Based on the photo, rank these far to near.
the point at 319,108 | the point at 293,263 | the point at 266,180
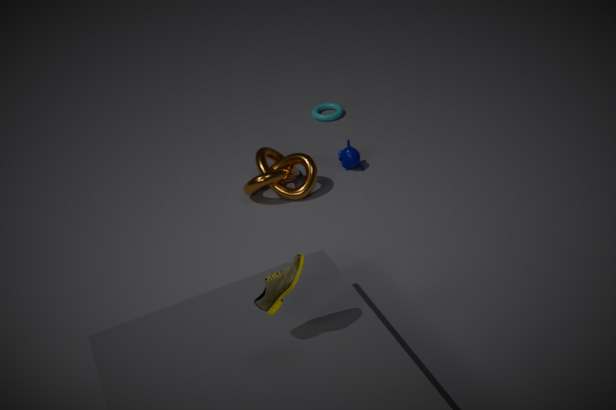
the point at 319,108, the point at 266,180, the point at 293,263
